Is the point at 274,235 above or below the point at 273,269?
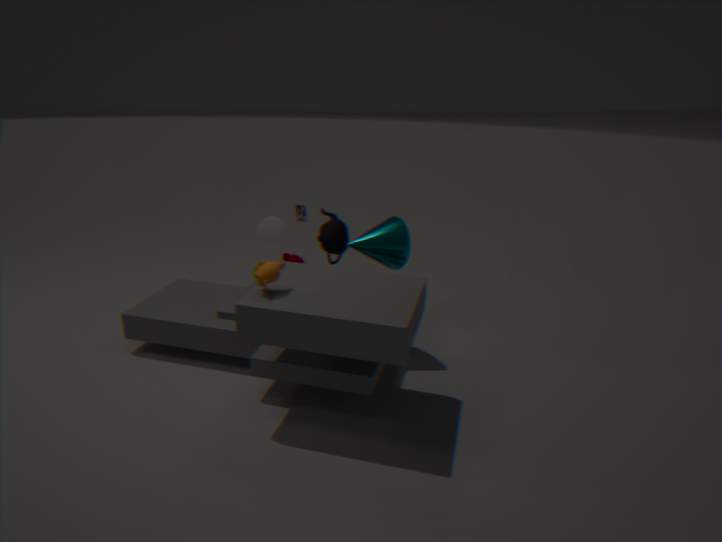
above
